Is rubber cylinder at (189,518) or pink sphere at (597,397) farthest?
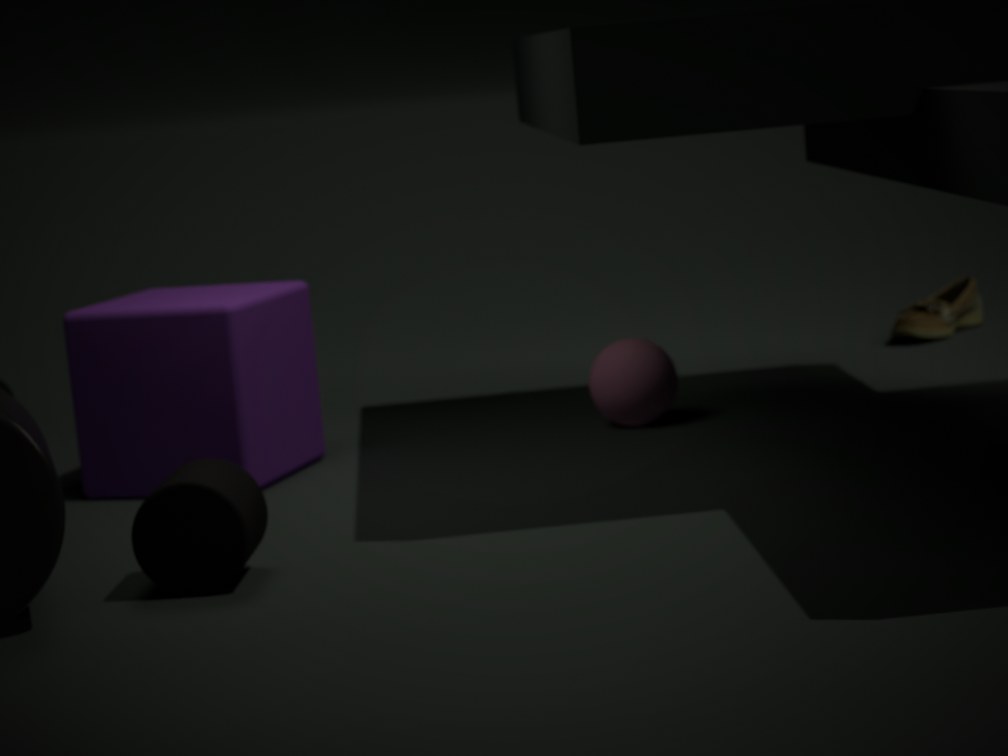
pink sphere at (597,397)
